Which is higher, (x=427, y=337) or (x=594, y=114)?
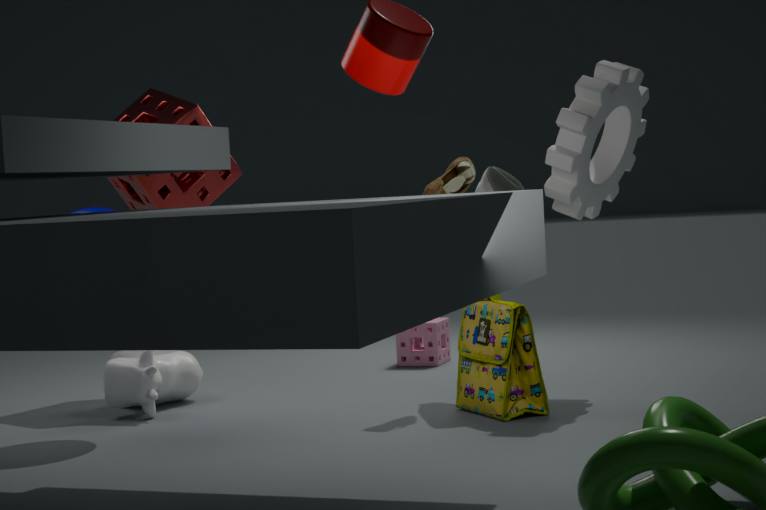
(x=594, y=114)
